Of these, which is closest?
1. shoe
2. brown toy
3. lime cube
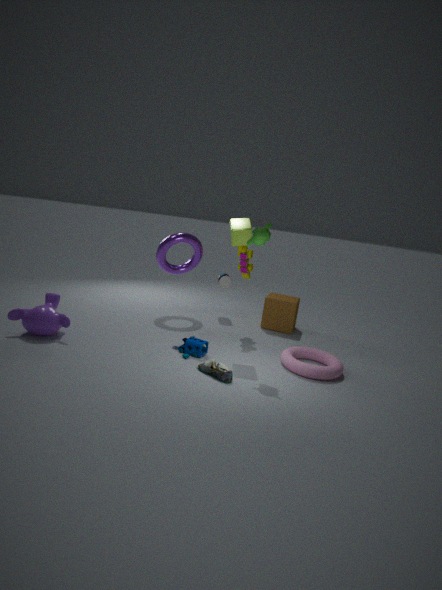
shoe
